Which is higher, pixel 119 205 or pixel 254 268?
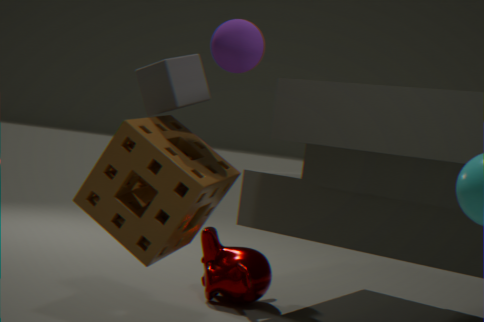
pixel 119 205
